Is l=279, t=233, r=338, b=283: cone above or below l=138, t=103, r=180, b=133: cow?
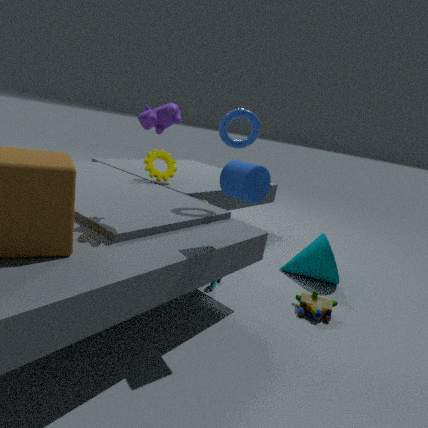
below
